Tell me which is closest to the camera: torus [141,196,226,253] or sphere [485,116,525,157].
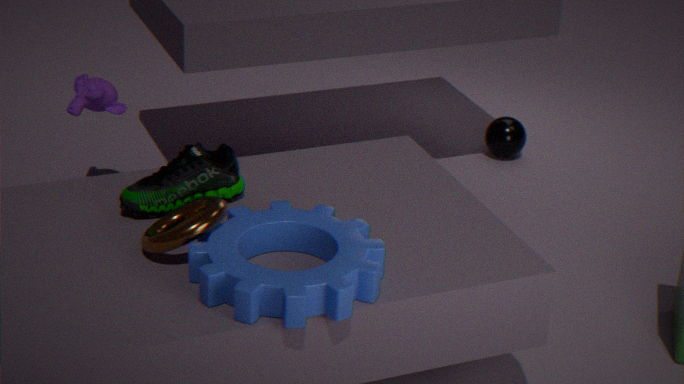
torus [141,196,226,253]
